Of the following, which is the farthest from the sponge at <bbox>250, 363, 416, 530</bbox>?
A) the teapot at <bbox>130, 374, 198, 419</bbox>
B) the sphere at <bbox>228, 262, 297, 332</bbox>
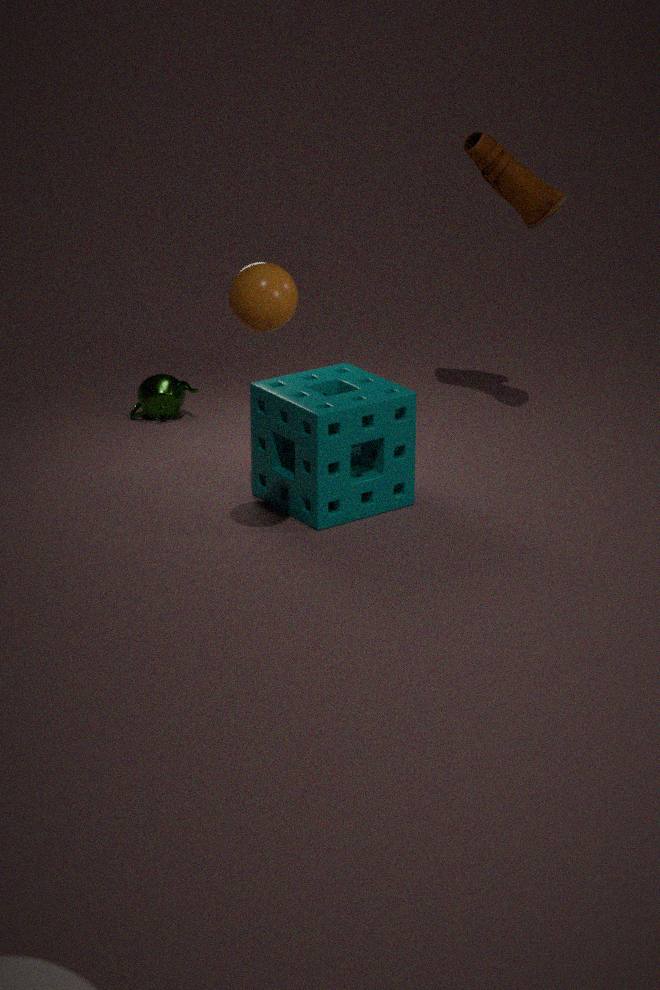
the teapot at <bbox>130, 374, 198, 419</bbox>
